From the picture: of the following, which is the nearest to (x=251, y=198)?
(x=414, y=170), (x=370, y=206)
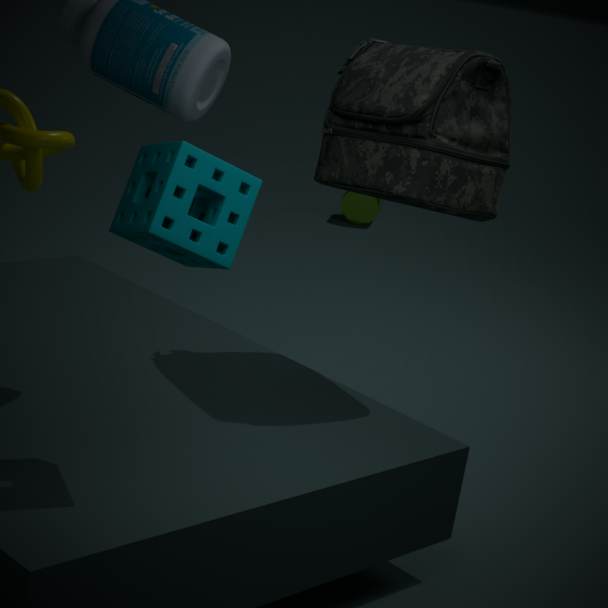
(x=414, y=170)
